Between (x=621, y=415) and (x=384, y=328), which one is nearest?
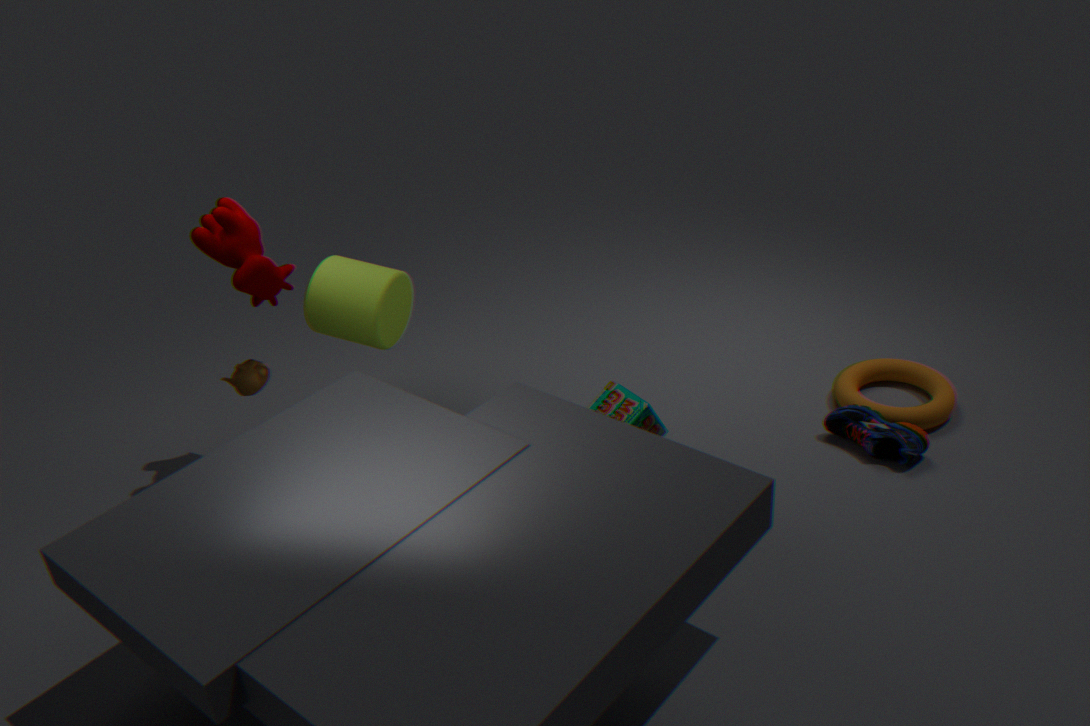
(x=621, y=415)
